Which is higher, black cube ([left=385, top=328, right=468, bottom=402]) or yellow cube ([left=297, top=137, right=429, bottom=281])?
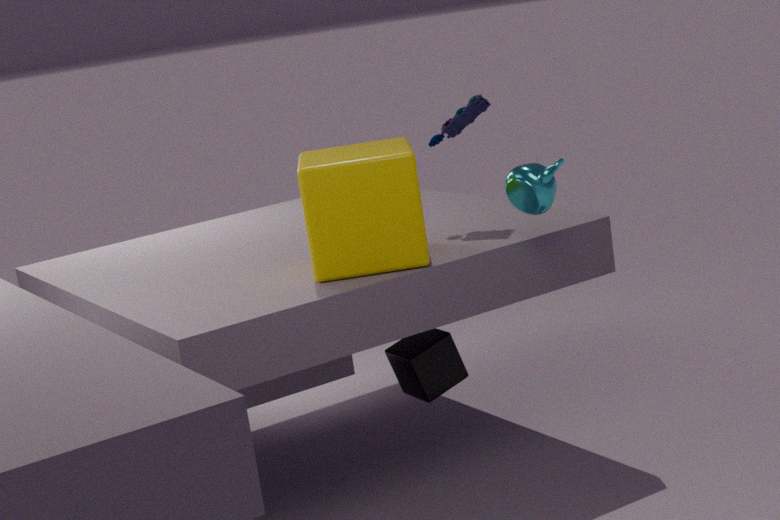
yellow cube ([left=297, top=137, right=429, bottom=281])
